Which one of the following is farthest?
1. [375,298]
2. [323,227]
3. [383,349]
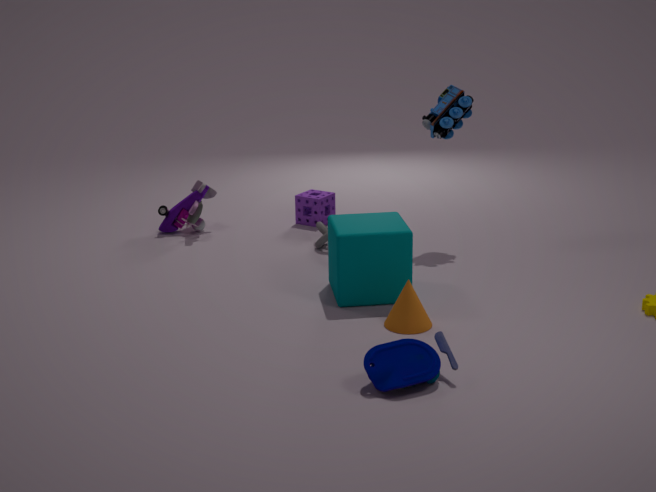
[323,227]
